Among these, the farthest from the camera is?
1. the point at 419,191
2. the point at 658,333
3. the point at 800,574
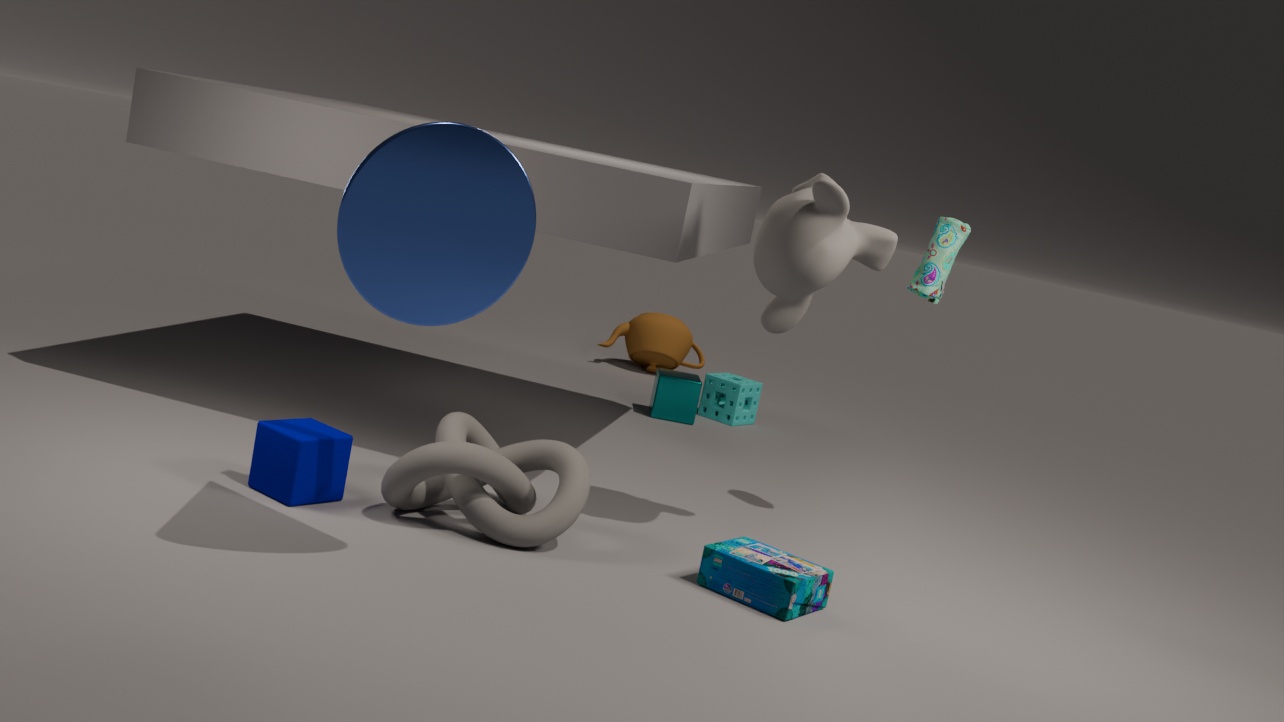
the point at 658,333
